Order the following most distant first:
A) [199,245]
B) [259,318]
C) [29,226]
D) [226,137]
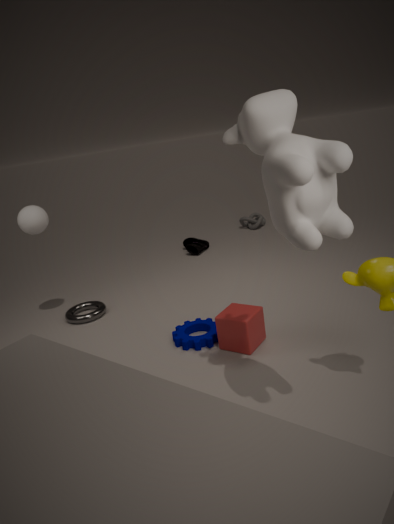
[199,245], [29,226], [259,318], [226,137]
